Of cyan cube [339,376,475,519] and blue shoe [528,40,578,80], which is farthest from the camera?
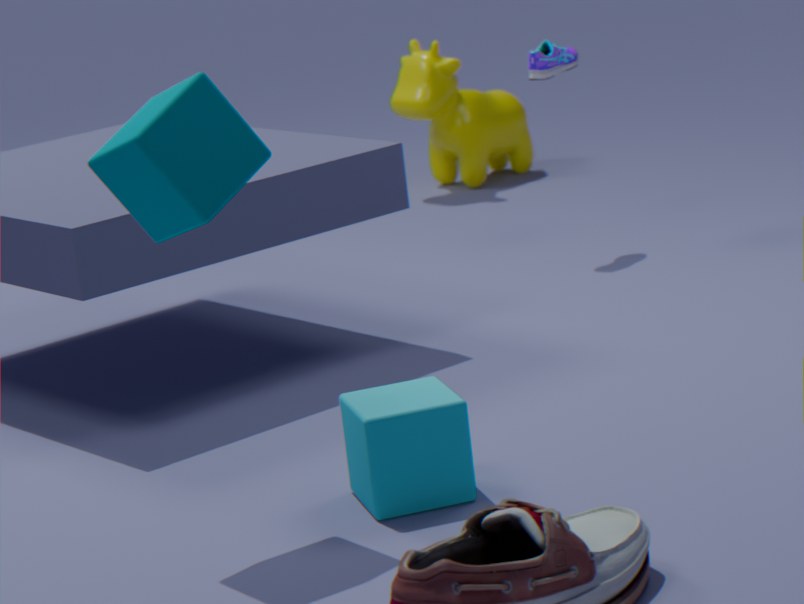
blue shoe [528,40,578,80]
